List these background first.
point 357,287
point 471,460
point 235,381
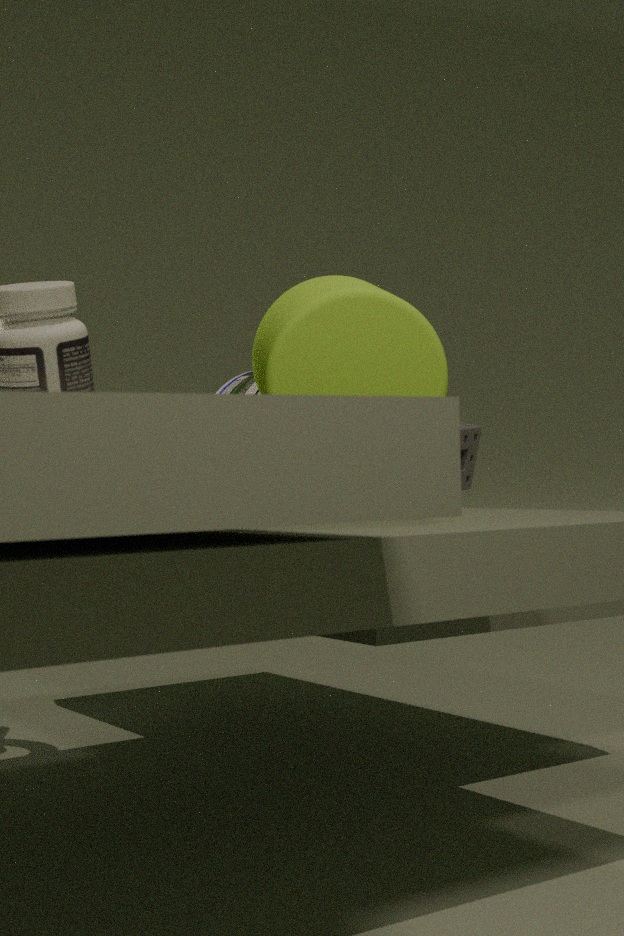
point 471,460, point 235,381, point 357,287
